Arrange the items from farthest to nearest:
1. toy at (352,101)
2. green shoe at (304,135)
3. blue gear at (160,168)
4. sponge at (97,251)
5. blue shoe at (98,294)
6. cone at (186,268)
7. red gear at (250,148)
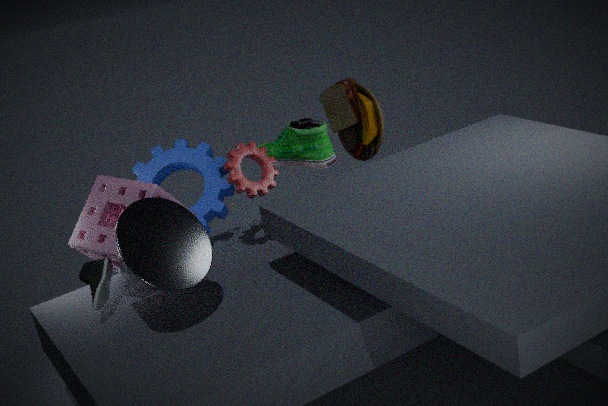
toy at (352,101)
blue gear at (160,168)
green shoe at (304,135)
red gear at (250,148)
sponge at (97,251)
blue shoe at (98,294)
cone at (186,268)
